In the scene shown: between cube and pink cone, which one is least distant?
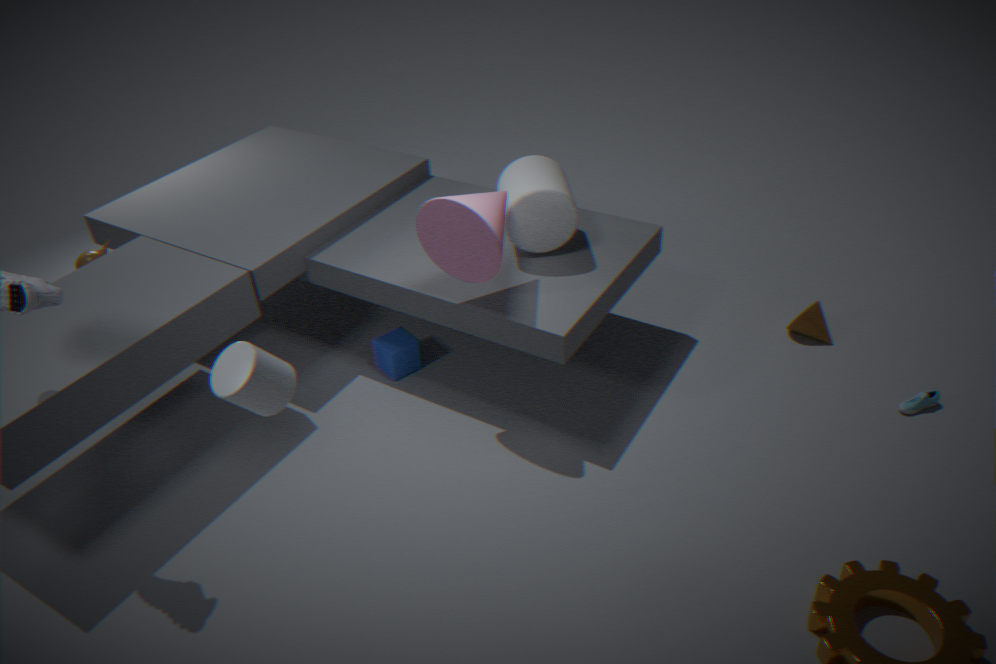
pink cone
